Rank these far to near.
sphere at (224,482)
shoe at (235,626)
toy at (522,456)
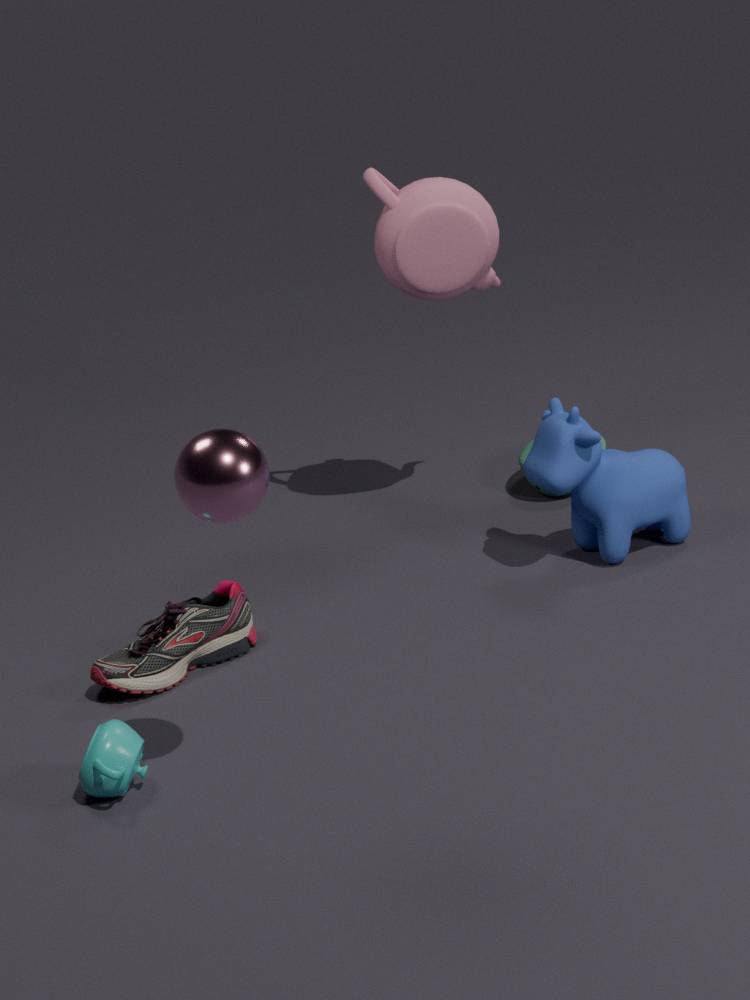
toy at (522,456)
shoe at (235,626)
sphere at (224,482)
